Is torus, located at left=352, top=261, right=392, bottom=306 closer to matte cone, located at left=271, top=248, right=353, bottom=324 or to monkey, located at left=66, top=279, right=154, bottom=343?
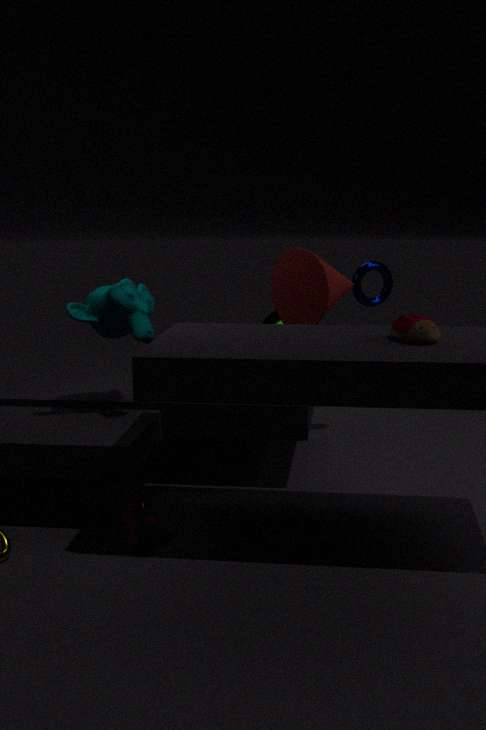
matte cone, located at left=271, top=248, right=353, bottom=324
